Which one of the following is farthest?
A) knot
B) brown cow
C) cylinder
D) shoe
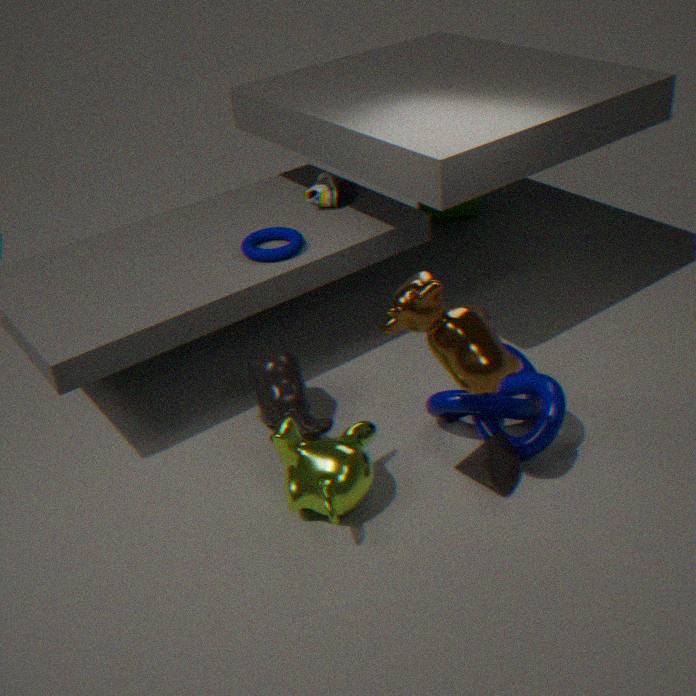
cylinder
